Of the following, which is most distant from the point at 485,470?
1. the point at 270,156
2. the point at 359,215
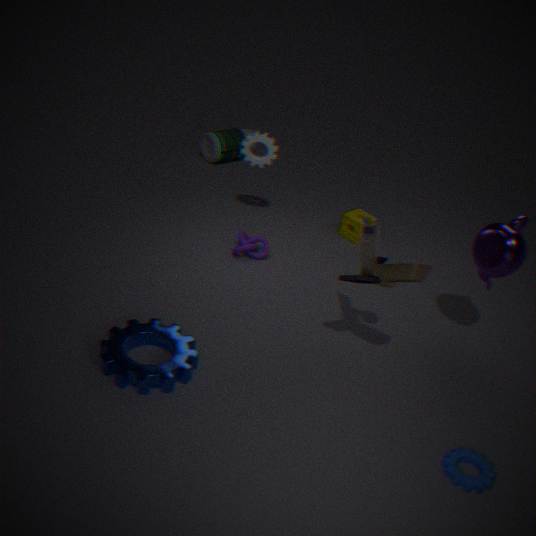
the point at 270,156
